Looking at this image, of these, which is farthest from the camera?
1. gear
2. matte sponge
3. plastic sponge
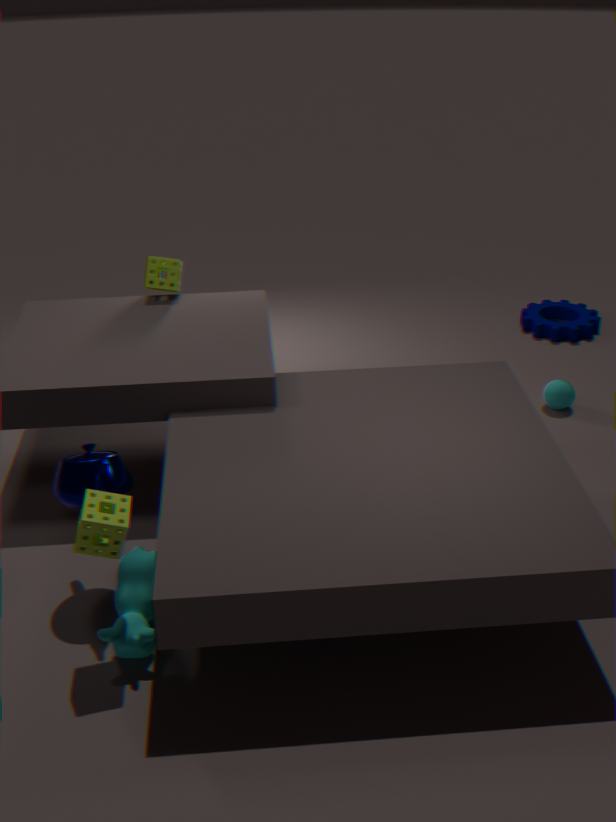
gear
